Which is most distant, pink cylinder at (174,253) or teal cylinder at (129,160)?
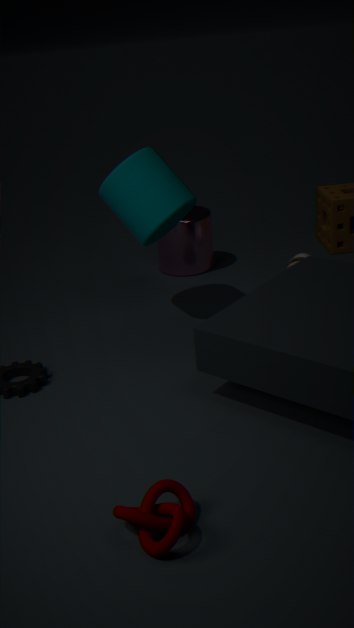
pink cylinder at (174,253)
